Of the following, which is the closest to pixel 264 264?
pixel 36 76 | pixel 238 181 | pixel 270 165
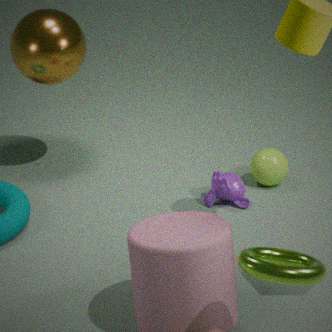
pixel 238 181
